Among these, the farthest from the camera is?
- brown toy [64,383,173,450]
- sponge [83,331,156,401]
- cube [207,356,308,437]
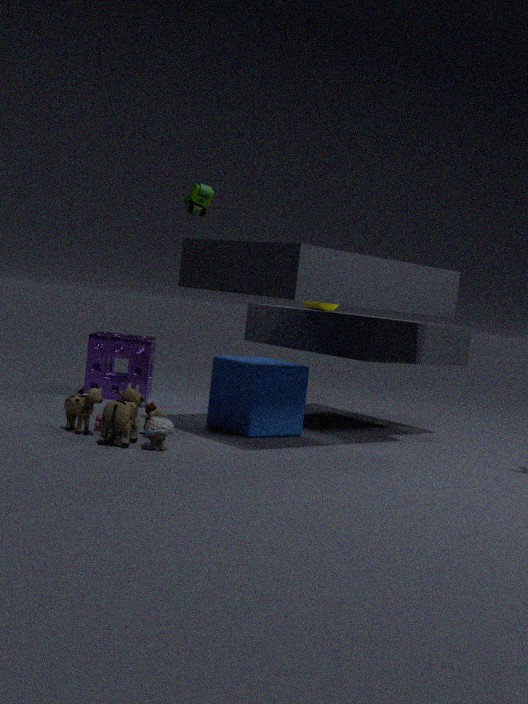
sponge [83,331,156,401]
